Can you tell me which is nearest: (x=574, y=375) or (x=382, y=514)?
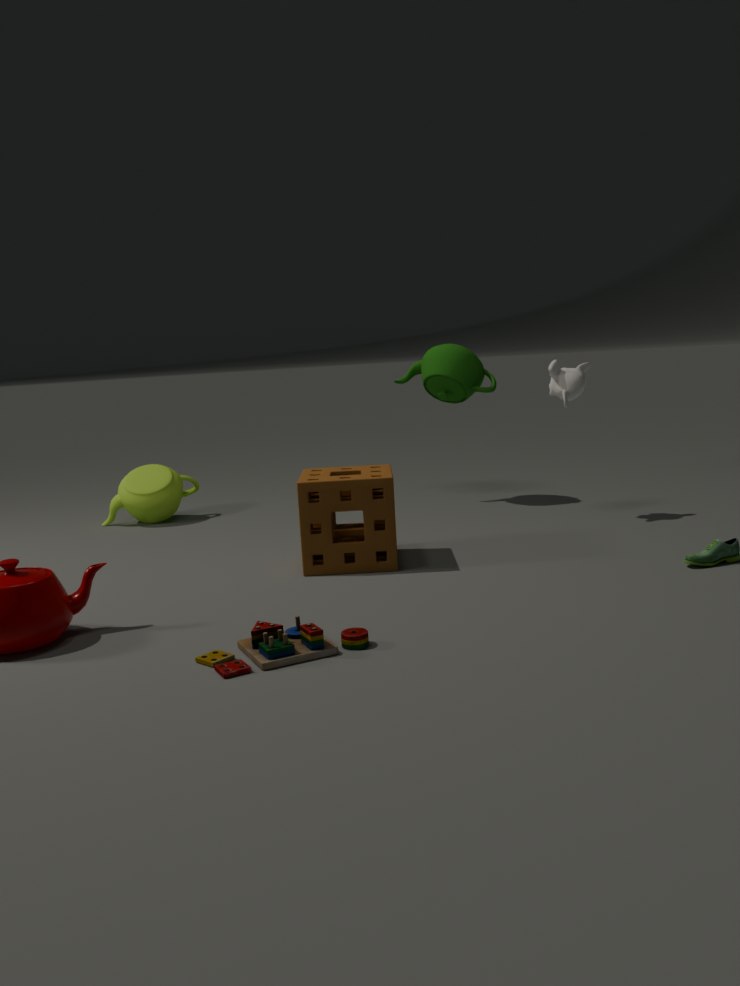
(x=382, y=514)
